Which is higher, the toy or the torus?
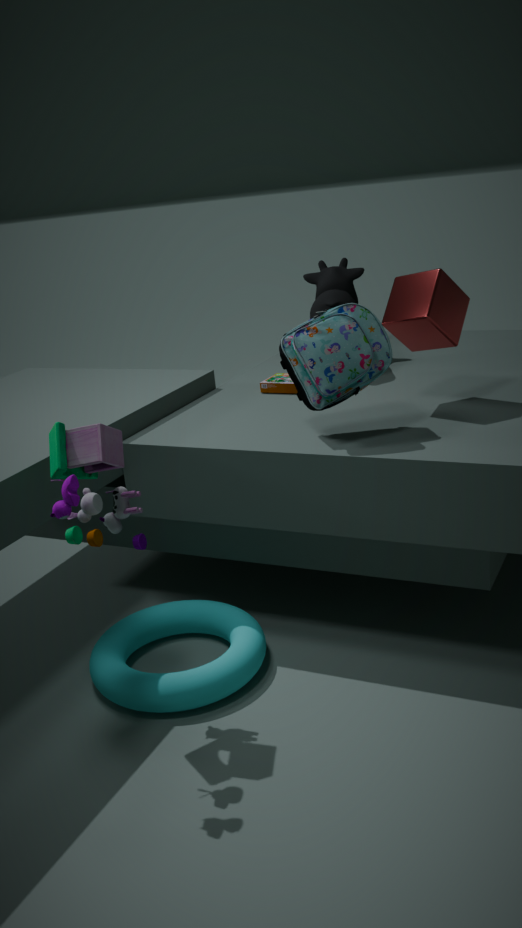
the toy
